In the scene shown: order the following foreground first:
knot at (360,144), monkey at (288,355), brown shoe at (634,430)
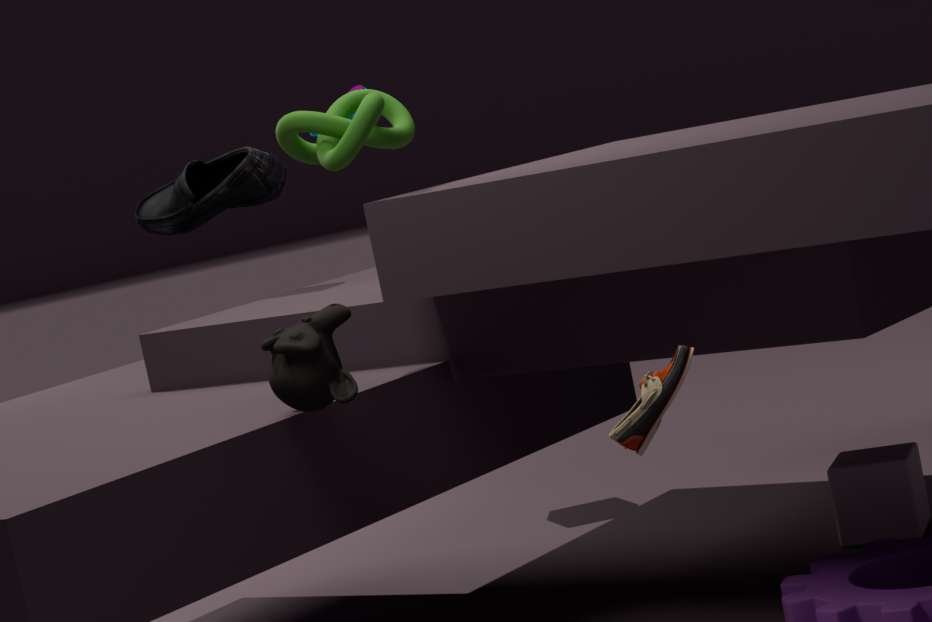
brown shoe at (634,430) → monkey at (288,355) → knot at (360,144)
